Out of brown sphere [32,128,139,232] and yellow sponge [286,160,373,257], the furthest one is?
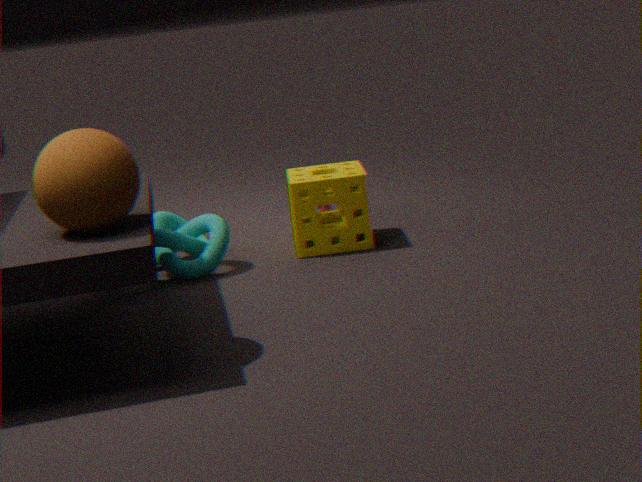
yellow sponge [286,160,373,257]
